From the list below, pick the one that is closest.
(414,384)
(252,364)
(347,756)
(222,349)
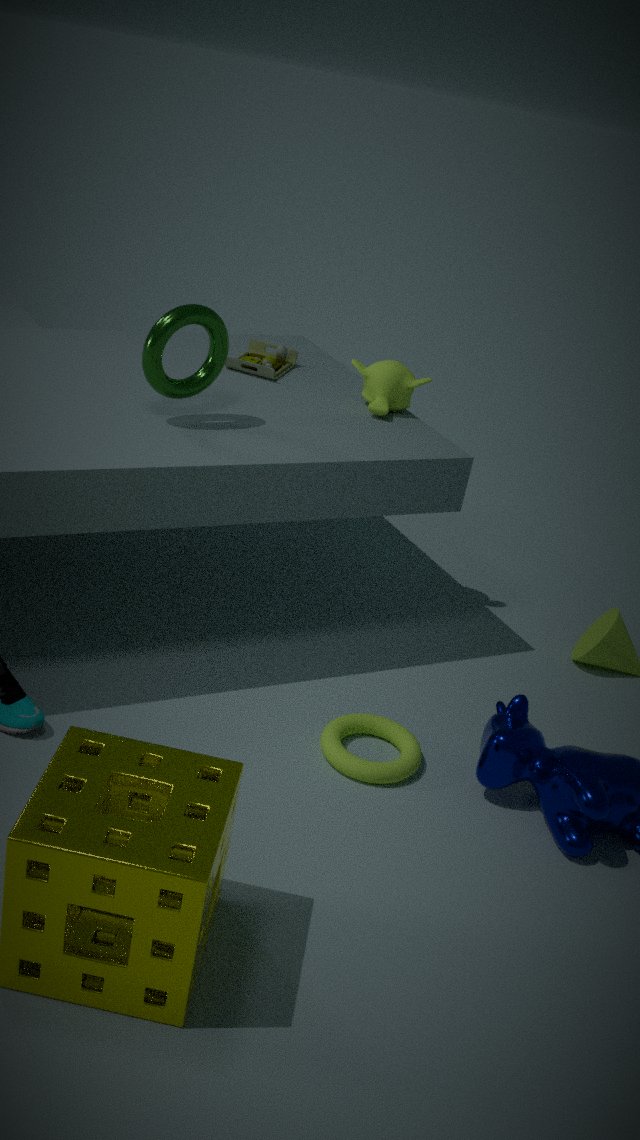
(347,756)
